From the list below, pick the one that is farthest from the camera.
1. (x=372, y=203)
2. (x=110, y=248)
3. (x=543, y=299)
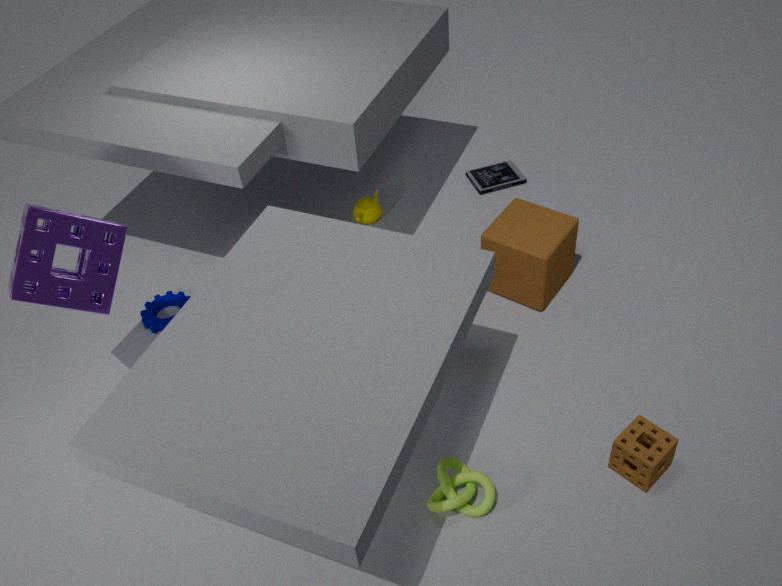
(x=372, y=203)
